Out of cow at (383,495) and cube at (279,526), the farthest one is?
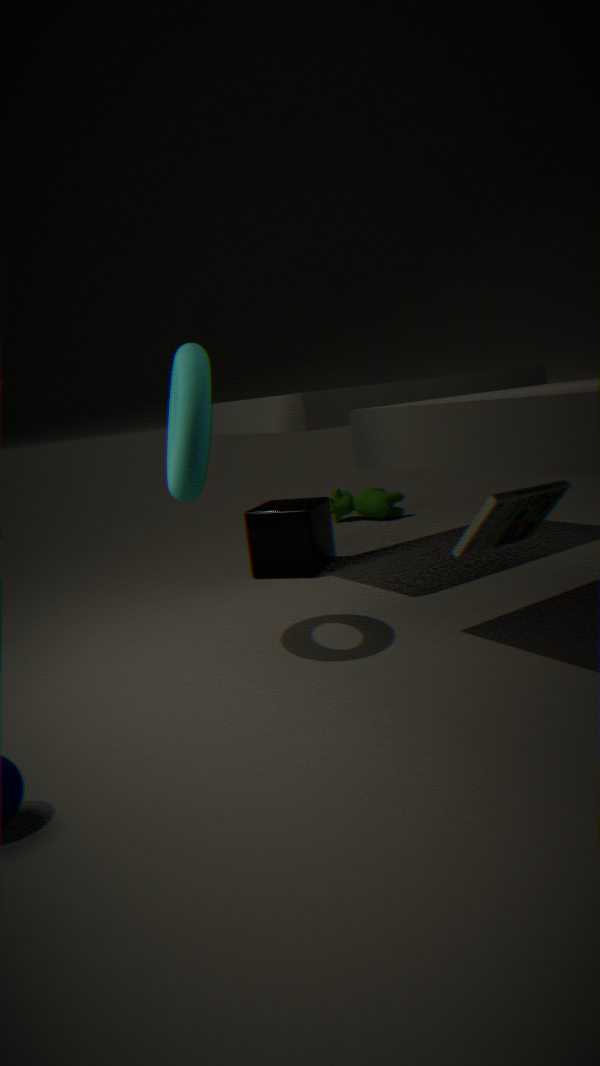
cow at (383,495)
